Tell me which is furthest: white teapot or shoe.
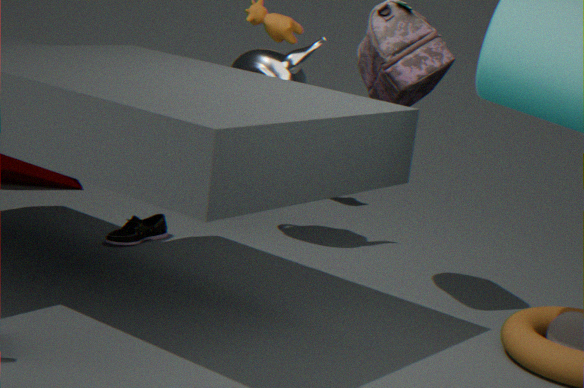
white teapot
